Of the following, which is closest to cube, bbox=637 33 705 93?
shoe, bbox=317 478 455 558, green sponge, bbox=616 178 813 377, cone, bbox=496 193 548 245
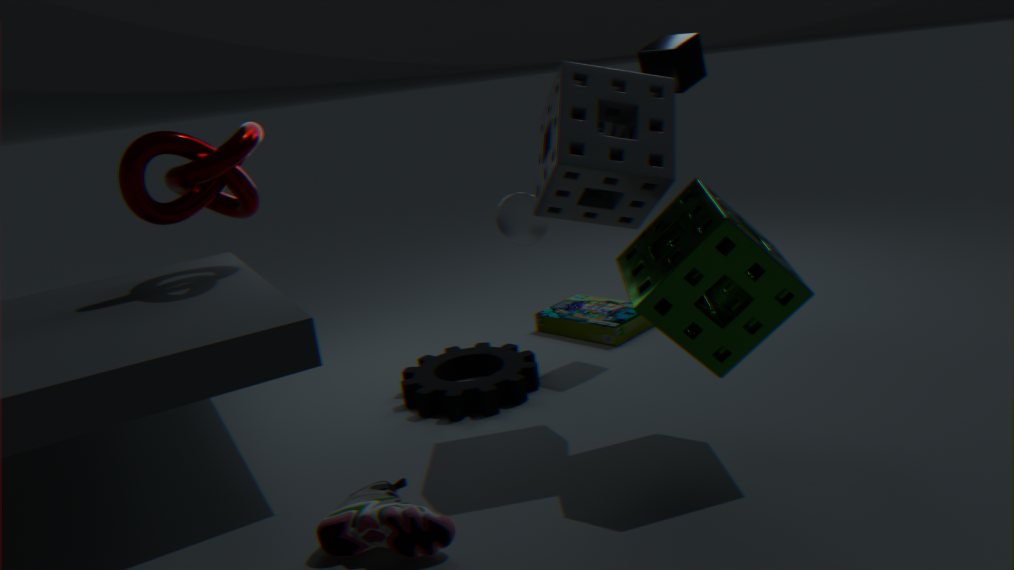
cone, bbox=496 193 548 245
